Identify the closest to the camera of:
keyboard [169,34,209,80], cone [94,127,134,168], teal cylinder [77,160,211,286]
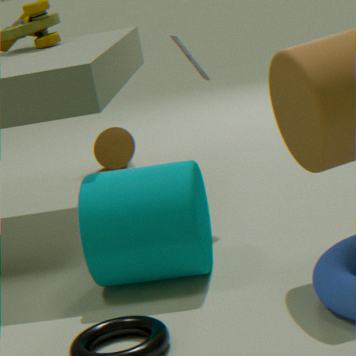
teal cylinder [77,160,211,286]
